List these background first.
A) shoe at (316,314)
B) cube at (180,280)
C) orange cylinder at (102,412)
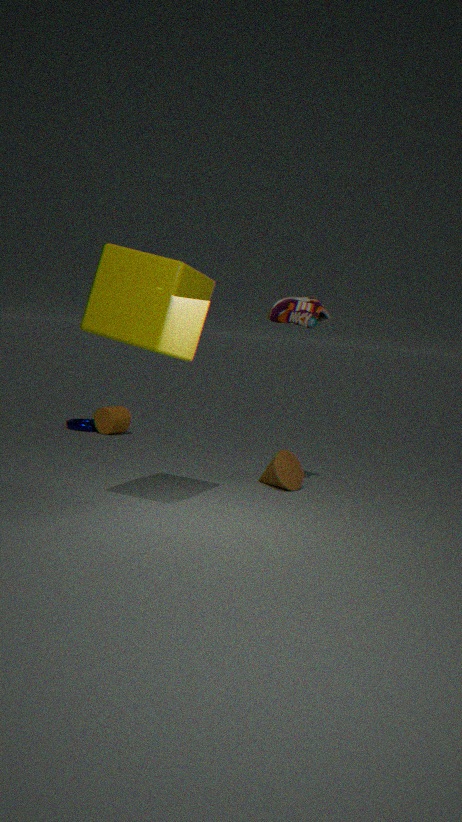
orange cylinder at (102,412) → shoe at (316,314) → cube at (180,280)
